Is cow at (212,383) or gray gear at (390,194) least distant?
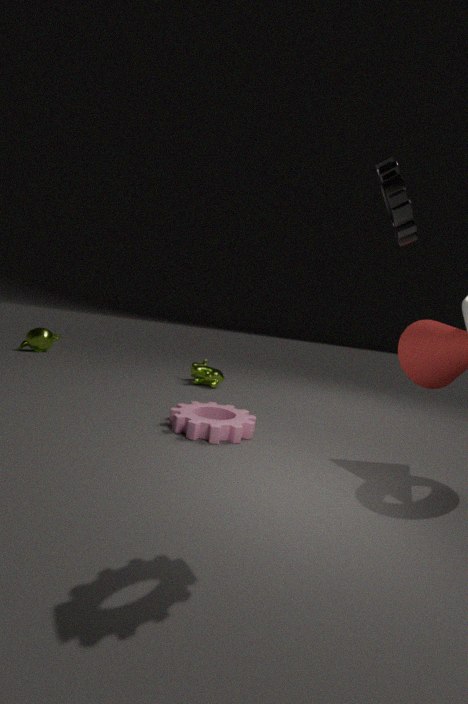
gray gear at (390,194)
